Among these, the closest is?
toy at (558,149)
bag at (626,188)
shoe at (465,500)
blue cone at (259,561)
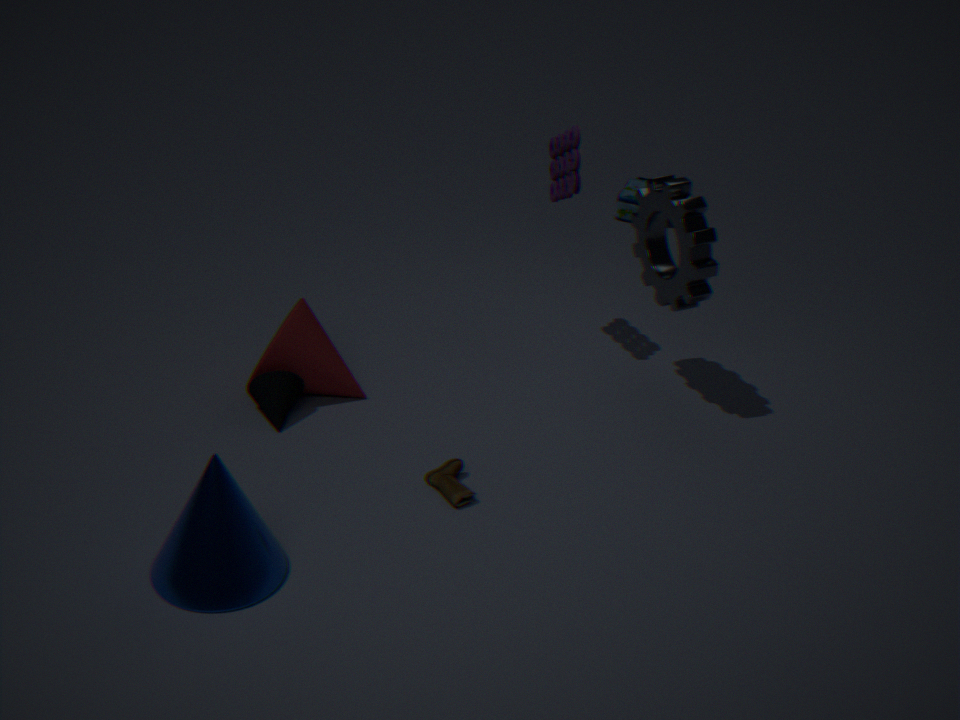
blue cone at (259,561)
